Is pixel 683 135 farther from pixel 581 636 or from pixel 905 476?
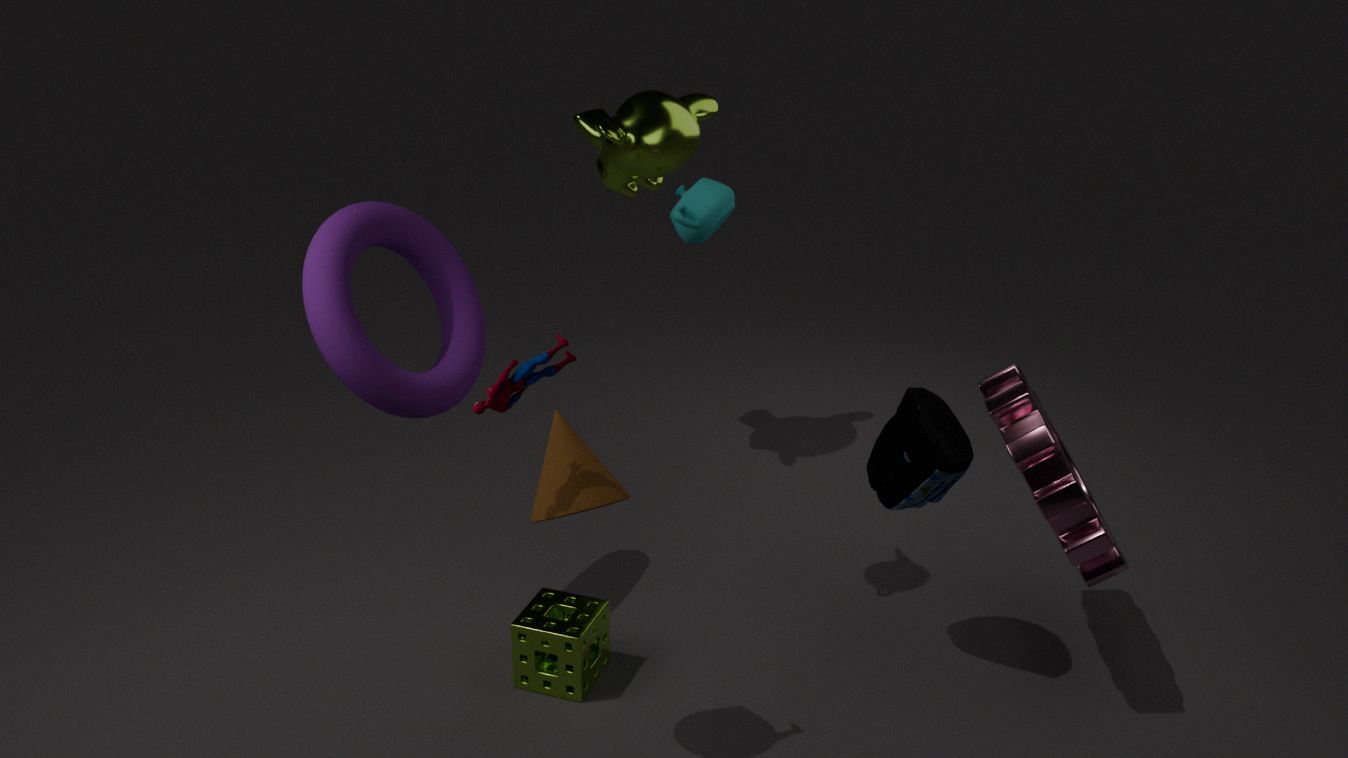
A: pixel 581 636
